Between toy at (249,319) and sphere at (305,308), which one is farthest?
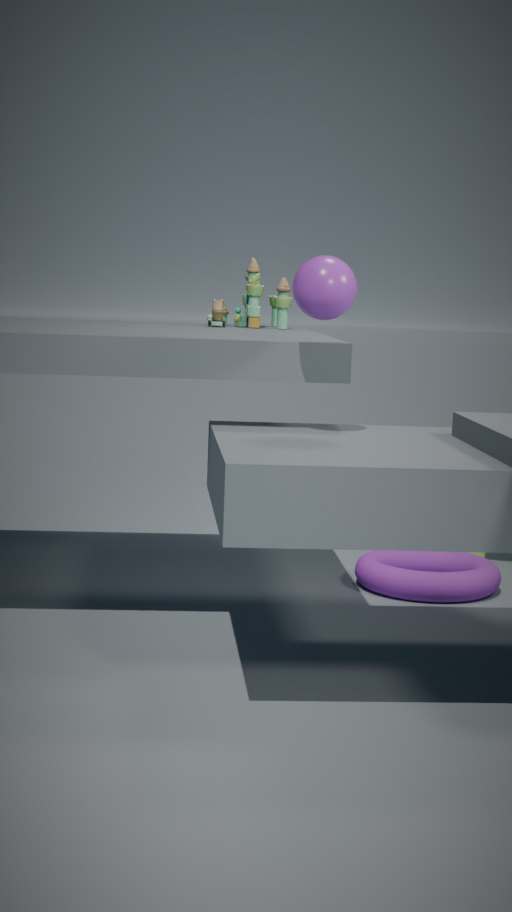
toy at (249,319)
